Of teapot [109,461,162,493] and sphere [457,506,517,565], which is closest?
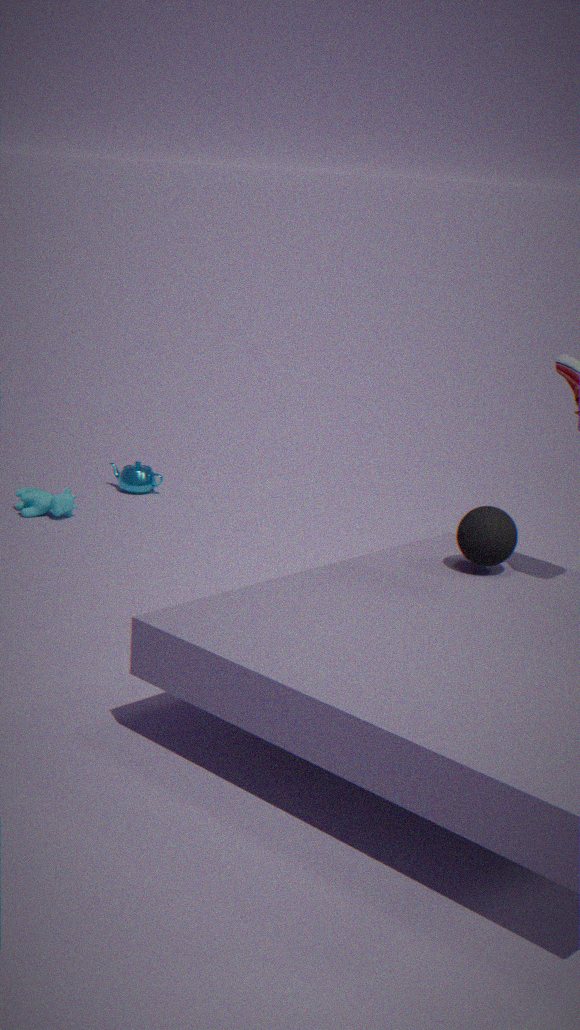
sphere [457,506,517,565]
